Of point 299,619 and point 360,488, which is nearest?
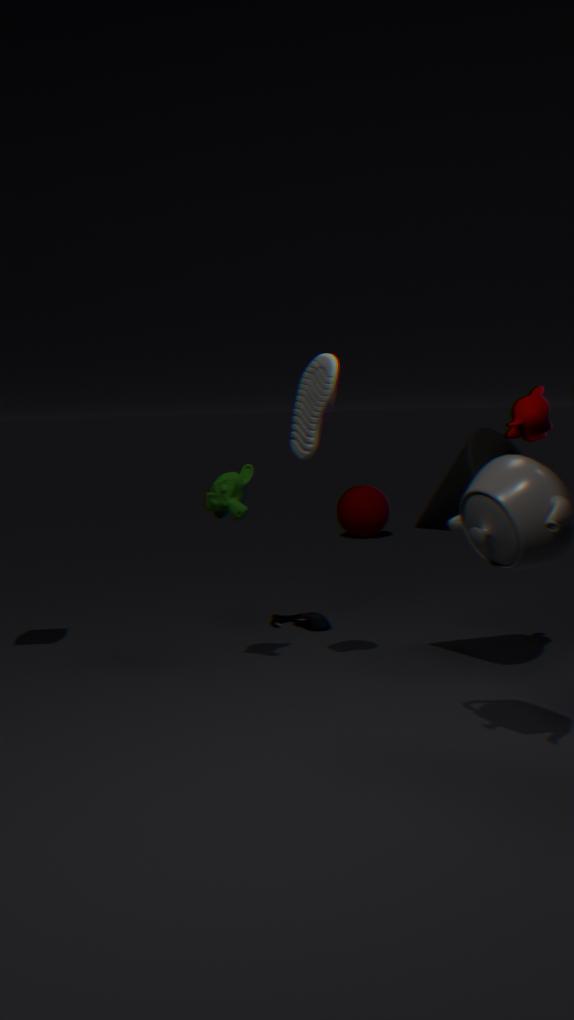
point 299,619
